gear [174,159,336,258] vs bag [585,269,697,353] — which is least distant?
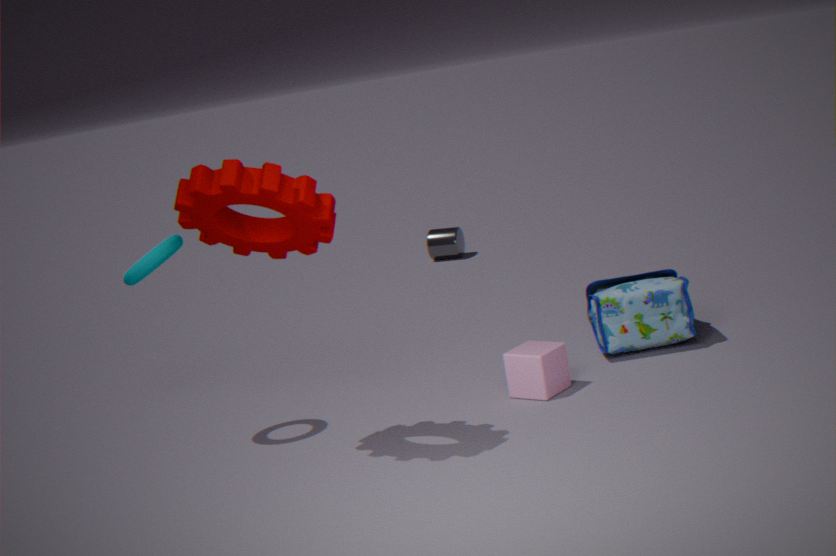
gear [174,159,336,258]
